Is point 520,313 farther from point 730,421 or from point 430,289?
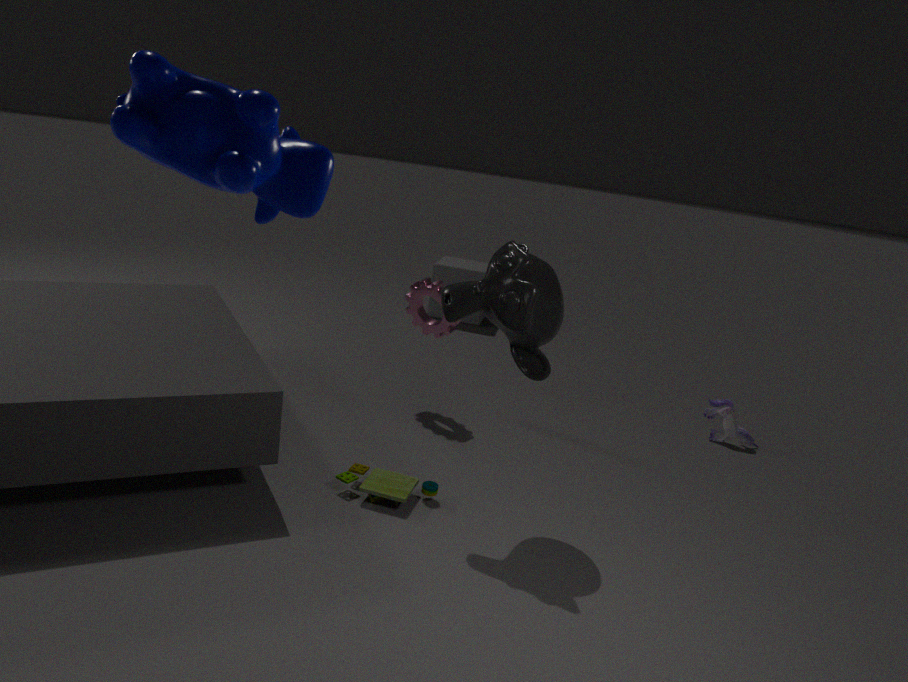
point 730,421
